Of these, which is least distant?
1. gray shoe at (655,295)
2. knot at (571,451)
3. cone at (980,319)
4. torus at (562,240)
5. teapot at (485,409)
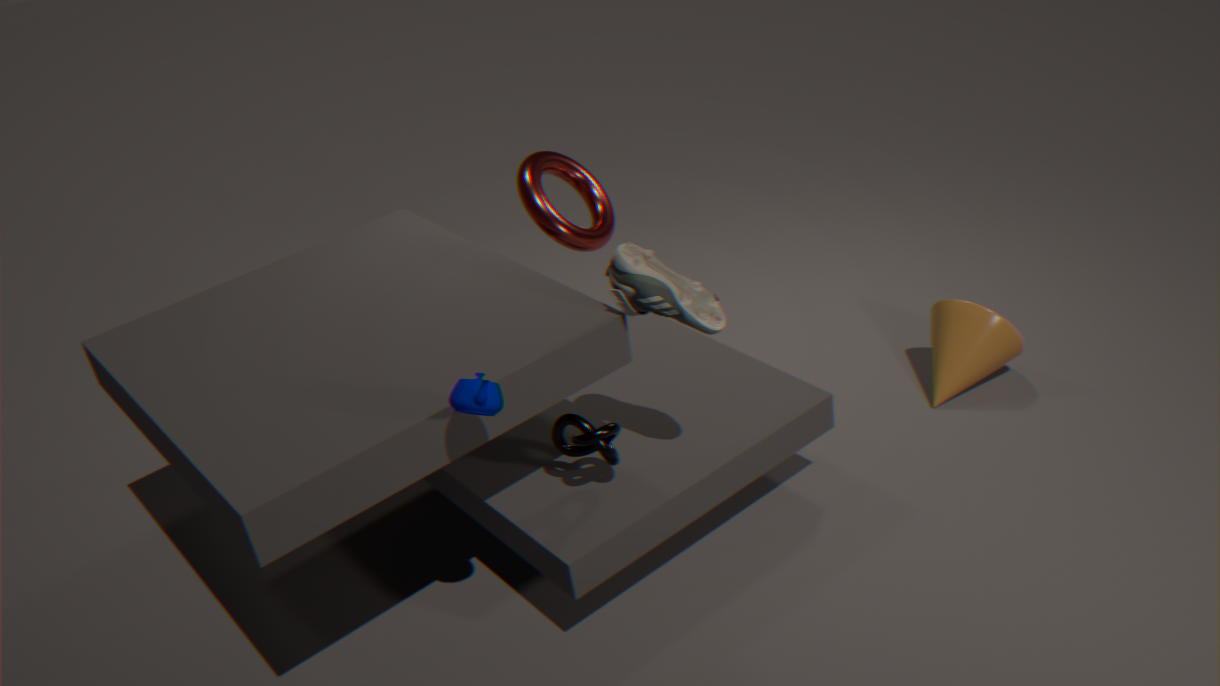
teapot at (485,409)
